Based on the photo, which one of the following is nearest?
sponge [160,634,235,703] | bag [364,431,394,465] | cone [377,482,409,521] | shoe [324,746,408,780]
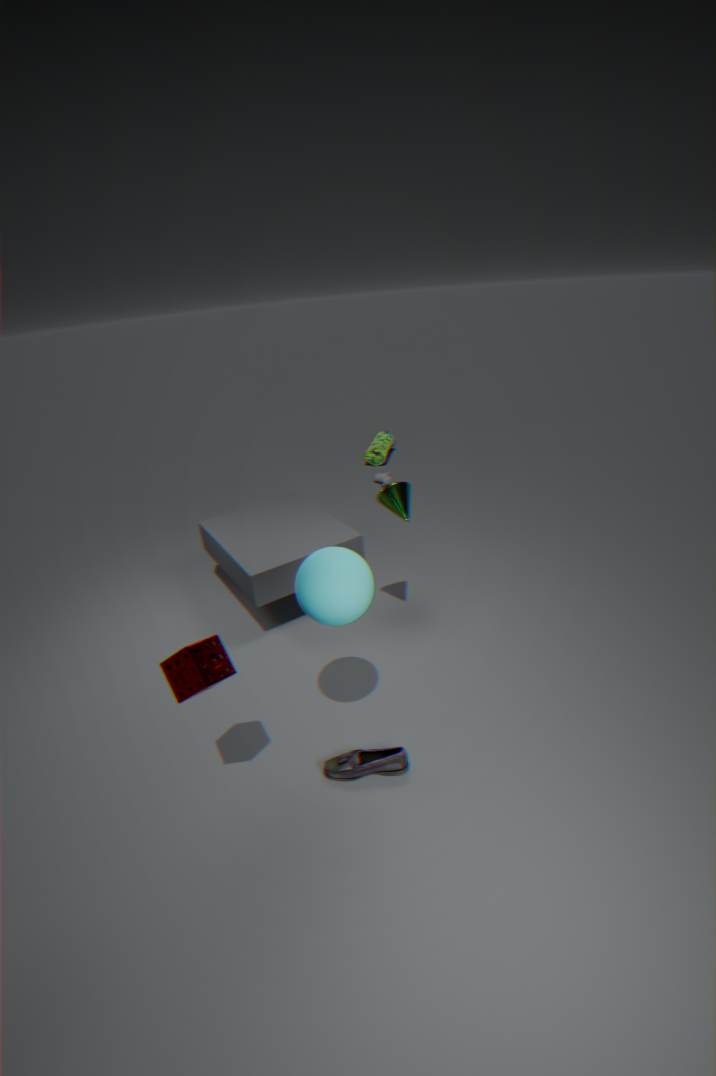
sponge [160,634,235,703]
